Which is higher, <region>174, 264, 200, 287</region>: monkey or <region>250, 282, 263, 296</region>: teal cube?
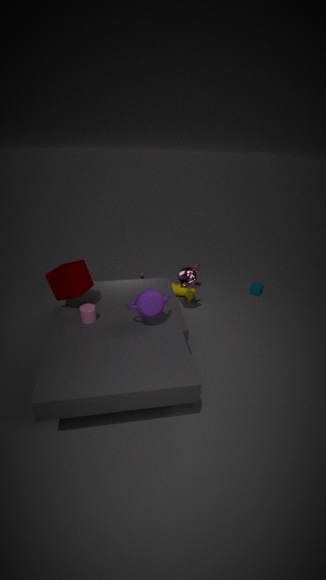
<region>174, 264, 200, 287</region>: monkey
